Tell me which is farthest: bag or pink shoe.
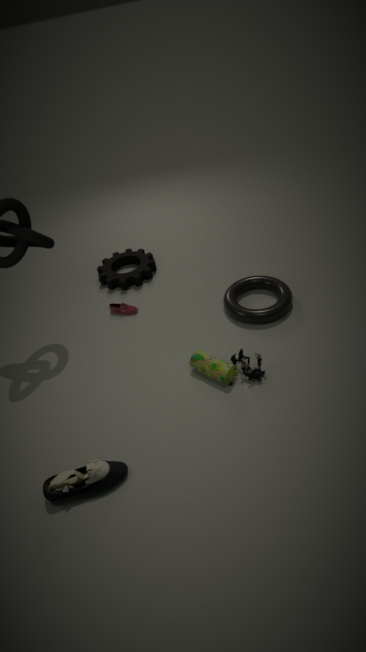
pink shoe
